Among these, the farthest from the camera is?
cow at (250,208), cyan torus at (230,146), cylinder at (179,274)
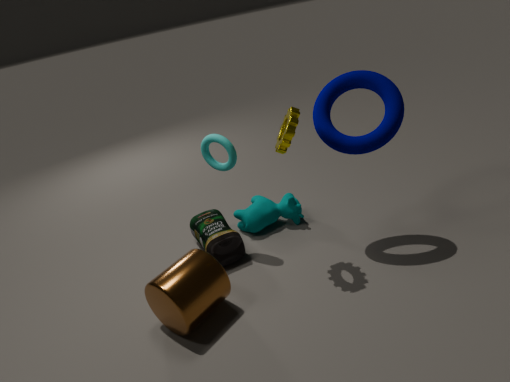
cow at (250,208)
